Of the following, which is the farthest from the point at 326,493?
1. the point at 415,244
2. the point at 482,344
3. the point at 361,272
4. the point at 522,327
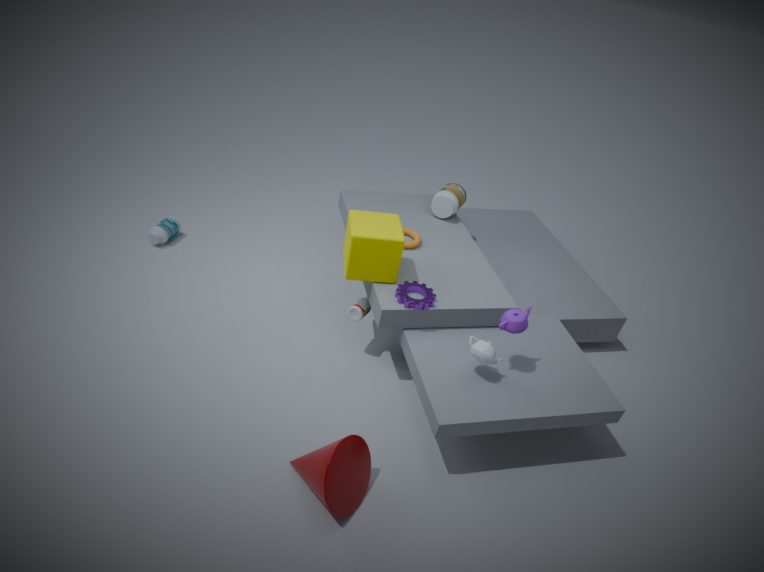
the point at 415,244
